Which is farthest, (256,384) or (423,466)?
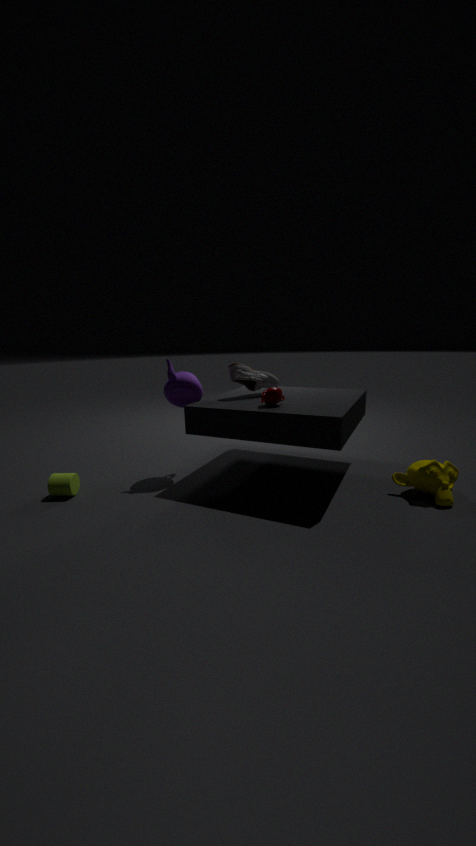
(256,384)
